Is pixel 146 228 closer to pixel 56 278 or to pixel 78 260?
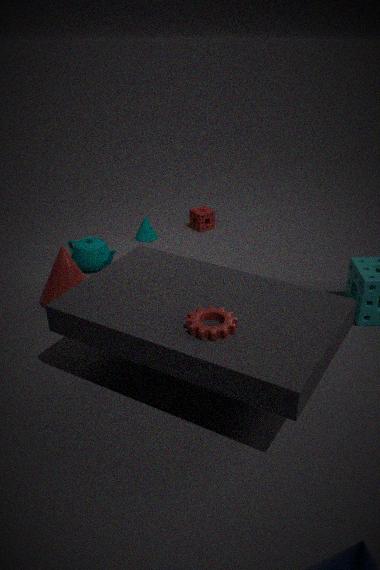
pixel 78 260
